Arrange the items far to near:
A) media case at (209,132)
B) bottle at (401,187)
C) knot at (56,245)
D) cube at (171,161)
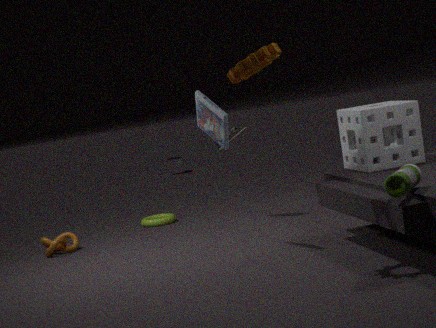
cube at (171,161) < knot at (56,245) < media case at (209,132) < bottle at (401,187)
